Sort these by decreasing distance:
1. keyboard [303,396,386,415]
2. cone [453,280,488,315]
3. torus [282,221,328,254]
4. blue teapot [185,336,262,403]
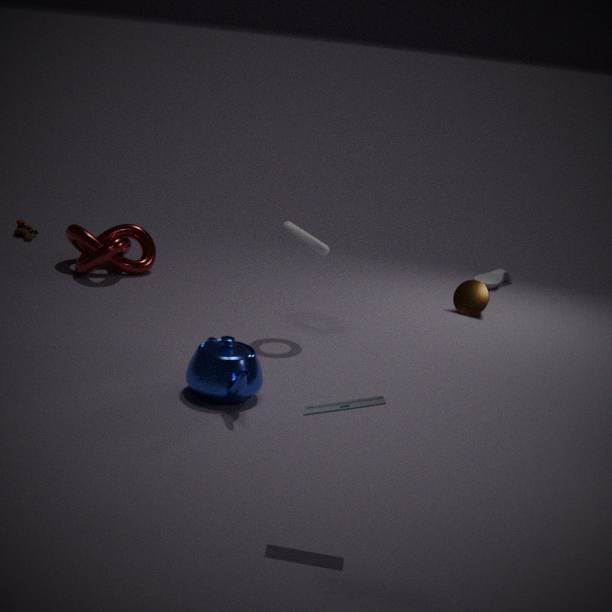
1. cone [453,280,488,315]
2. torus [282,221,328,254]
3. blue teapot [185,336,262,403]
4. keyboard [303,396,386,415]
